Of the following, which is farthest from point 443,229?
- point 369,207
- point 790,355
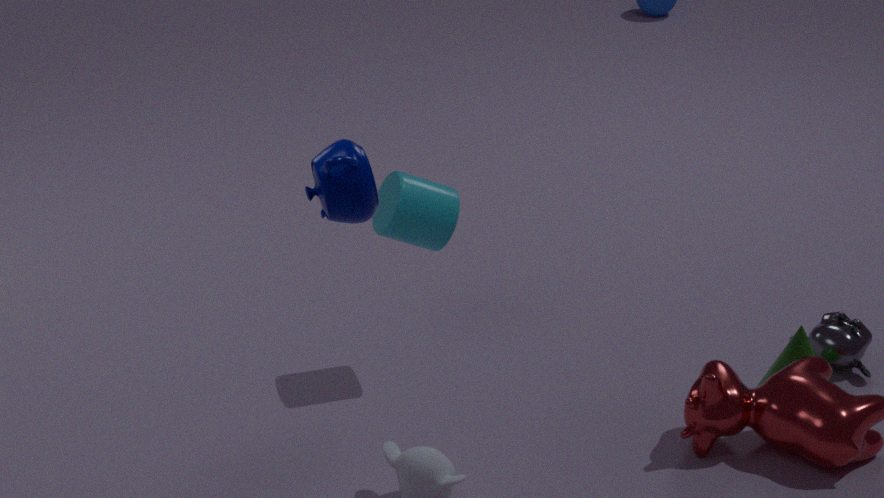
point 369,207
